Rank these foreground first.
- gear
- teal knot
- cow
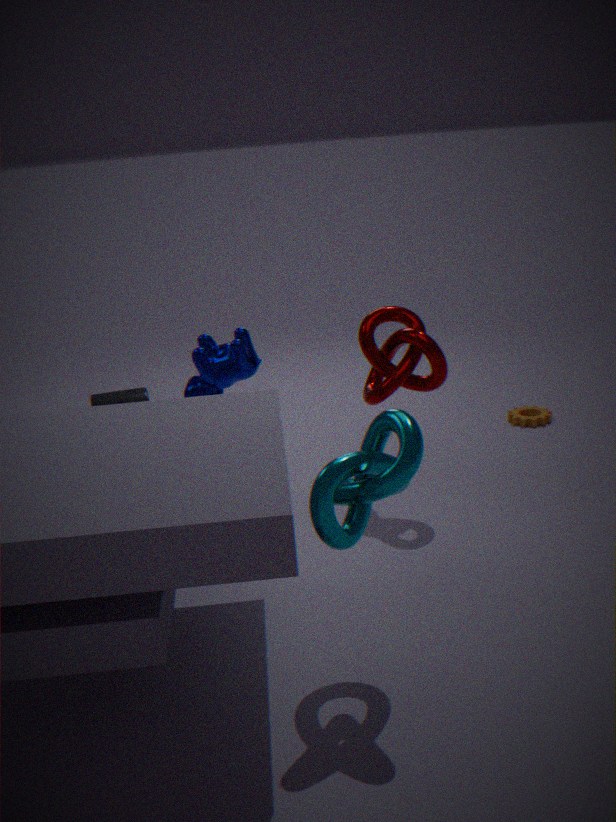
teal knot
cow
gear
